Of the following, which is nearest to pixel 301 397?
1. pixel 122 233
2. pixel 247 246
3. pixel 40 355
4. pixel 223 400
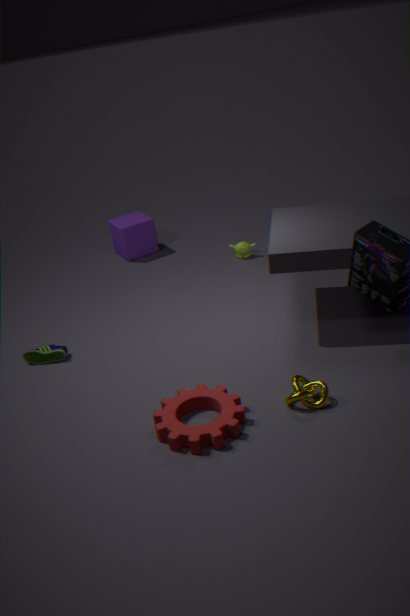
pixel 223 400
